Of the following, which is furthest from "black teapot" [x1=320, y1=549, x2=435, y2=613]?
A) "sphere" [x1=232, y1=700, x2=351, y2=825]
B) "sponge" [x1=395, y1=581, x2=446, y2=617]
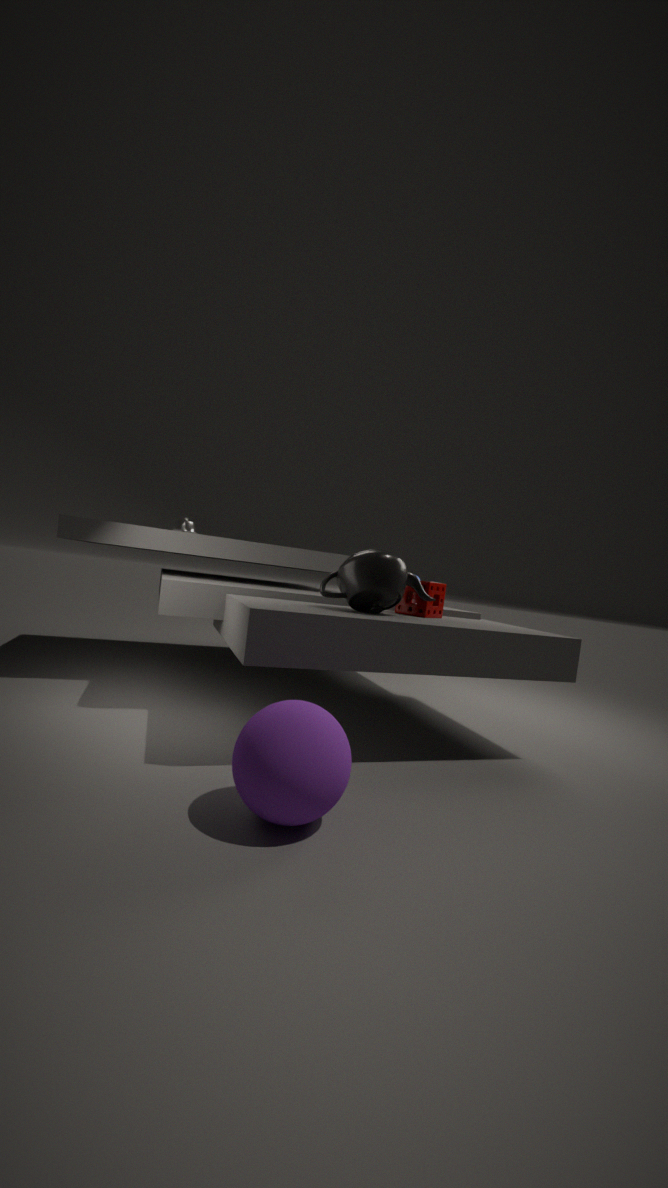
"sphere" [x1=232, y1=700, x2=351, y2=825]
